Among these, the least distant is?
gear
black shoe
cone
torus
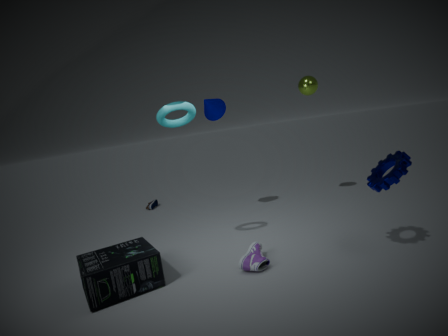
gear
